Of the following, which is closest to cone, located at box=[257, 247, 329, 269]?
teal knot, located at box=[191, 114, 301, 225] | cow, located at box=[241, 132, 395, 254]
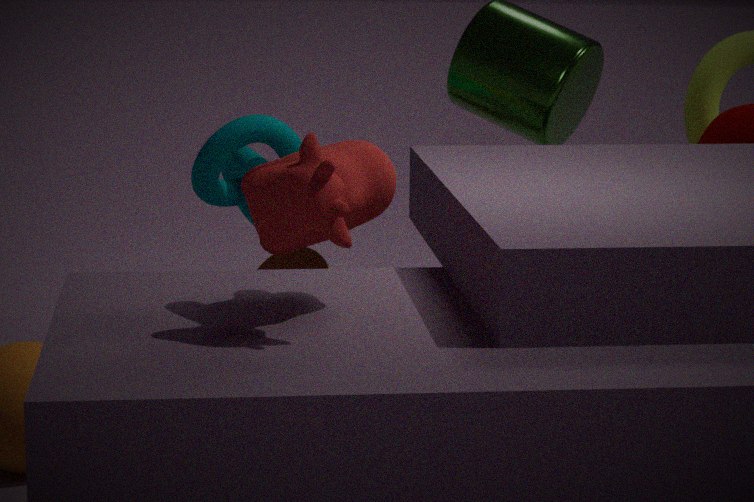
teal knot, located at box=[191, 114, 301, 225]
